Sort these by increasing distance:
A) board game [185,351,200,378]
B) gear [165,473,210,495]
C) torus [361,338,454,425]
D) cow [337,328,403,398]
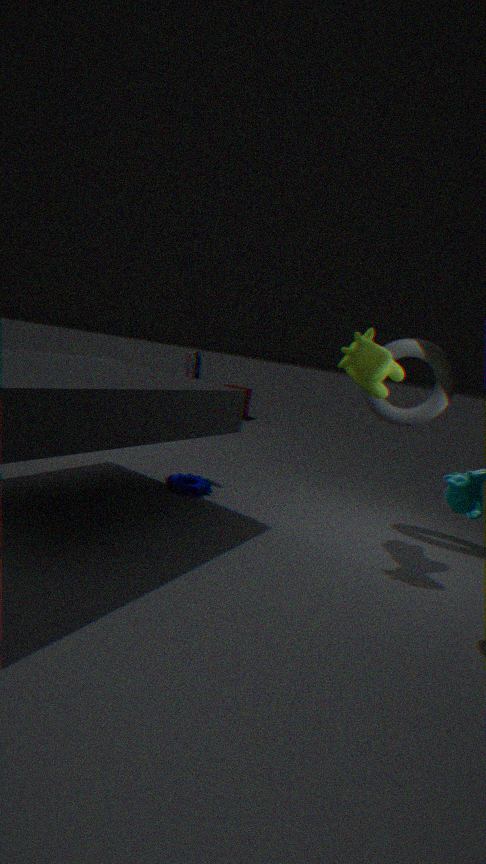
cow [337,328,403,398] → torus [361,338,454,425] → gear [165,473,210,495] → board game [185,351,200,378]
